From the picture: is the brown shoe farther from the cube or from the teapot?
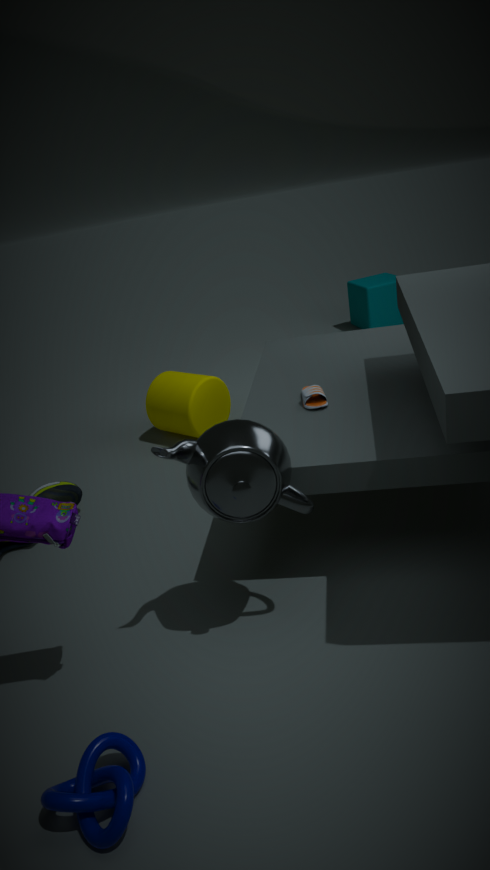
the cube
